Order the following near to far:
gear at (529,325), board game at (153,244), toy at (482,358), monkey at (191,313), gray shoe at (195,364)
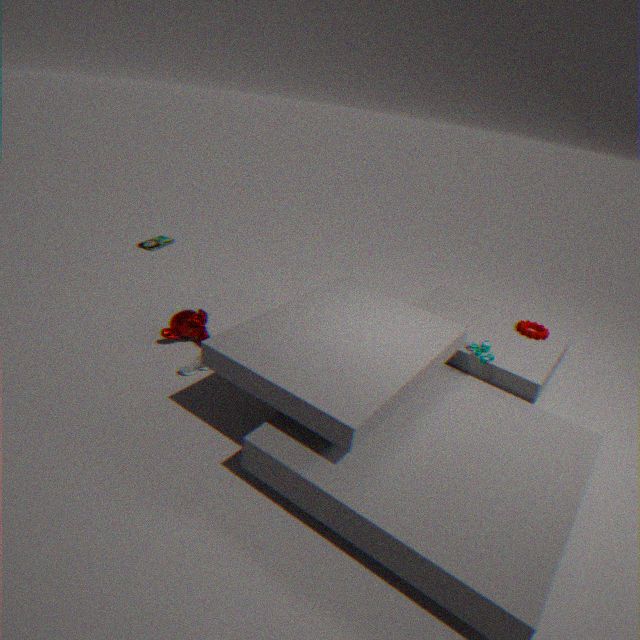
toy at (482,358), gray shoe at (195,364), monkey at (191,313), gear at (529,325), board game at (153,244)
